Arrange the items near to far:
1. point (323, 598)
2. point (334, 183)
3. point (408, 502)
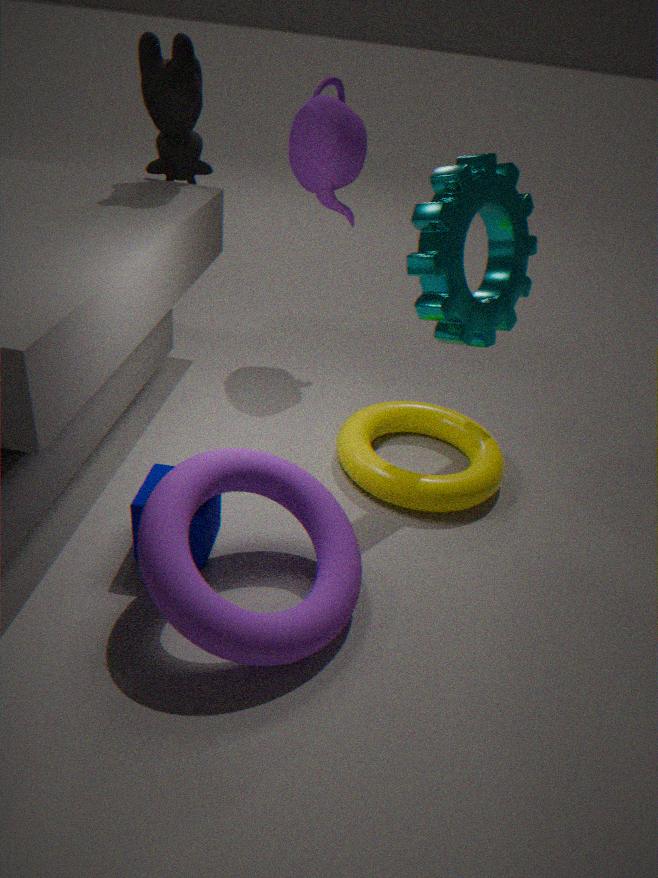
point (323, 598)
point (408, 502)
point (334, 183)
